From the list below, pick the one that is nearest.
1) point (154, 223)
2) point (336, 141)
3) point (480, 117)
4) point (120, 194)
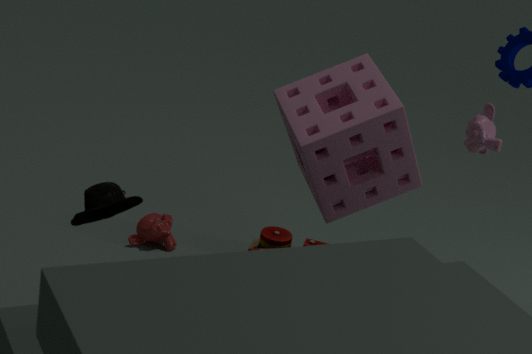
4. point (120, 194)
